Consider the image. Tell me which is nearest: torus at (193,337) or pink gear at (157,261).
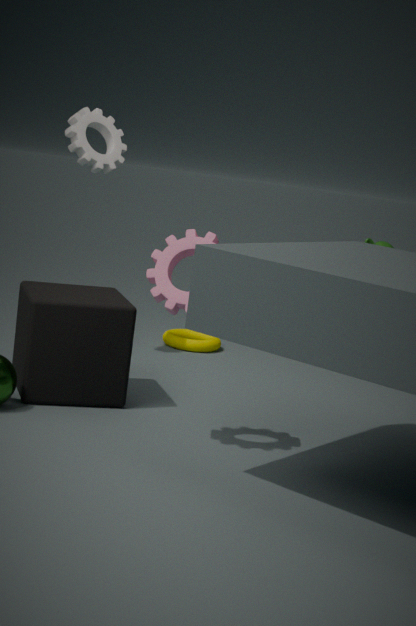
pink gear at (157,261)
